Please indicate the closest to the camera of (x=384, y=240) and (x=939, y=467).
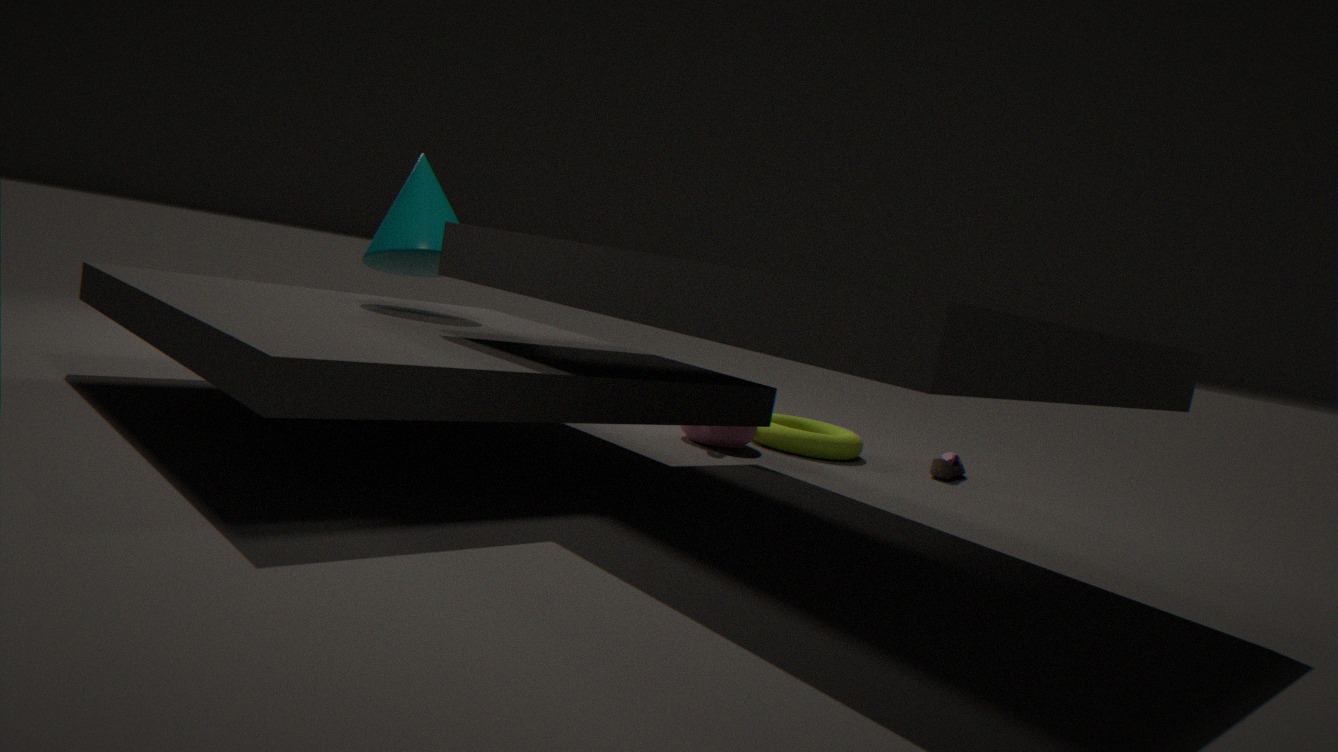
(x=384, y=240)
